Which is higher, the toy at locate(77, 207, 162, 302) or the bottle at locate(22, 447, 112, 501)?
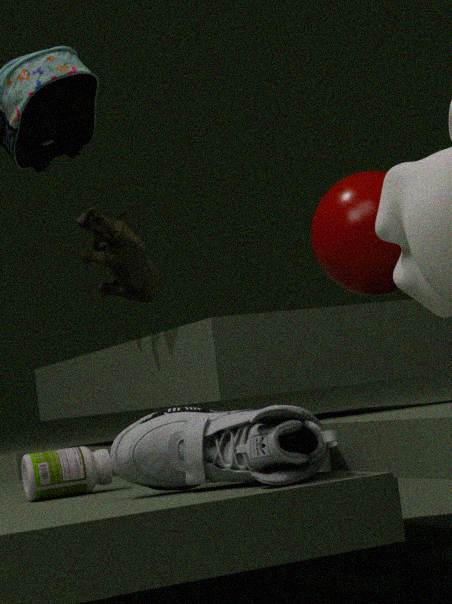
the toy at locate(77, 207, 162, 302)
